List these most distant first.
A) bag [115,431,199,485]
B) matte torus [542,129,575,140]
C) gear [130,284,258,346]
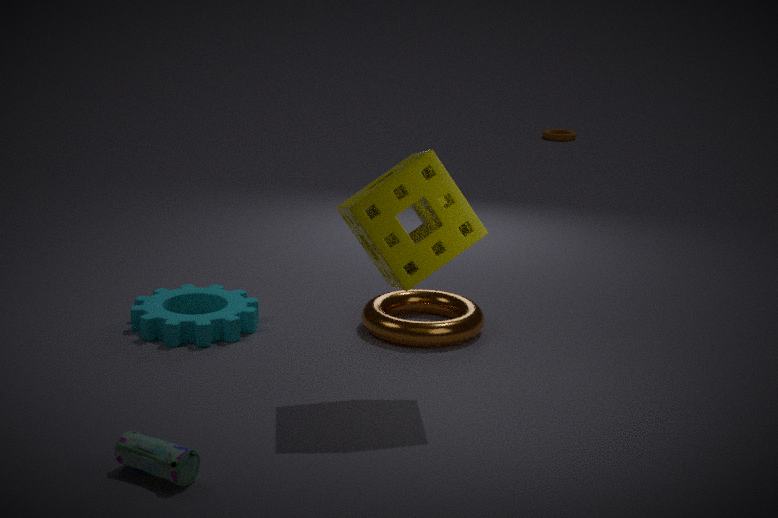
matte torus [542,129,575,140]
gear [130,284,258,346]
bag [115,431,199,485]
